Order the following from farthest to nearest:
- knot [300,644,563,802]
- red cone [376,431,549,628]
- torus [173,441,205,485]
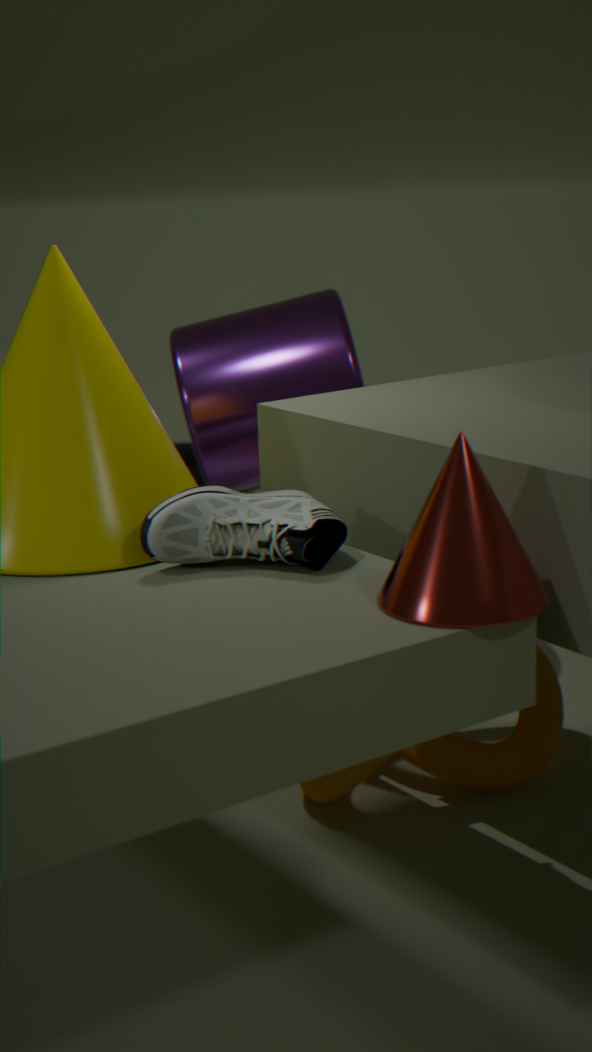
torus [173,441,205,485], knot [300,644,563,802], red cone [376,431,549,628]
